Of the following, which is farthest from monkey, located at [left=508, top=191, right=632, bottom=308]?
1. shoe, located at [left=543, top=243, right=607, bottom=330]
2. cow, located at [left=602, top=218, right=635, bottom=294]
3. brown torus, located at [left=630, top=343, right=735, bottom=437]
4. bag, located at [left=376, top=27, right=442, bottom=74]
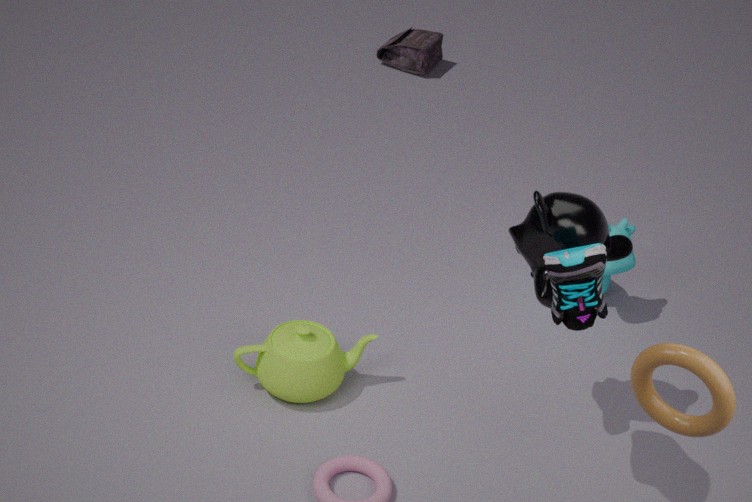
bag, located at [left=376, top=27, right=442, bottom=74]
